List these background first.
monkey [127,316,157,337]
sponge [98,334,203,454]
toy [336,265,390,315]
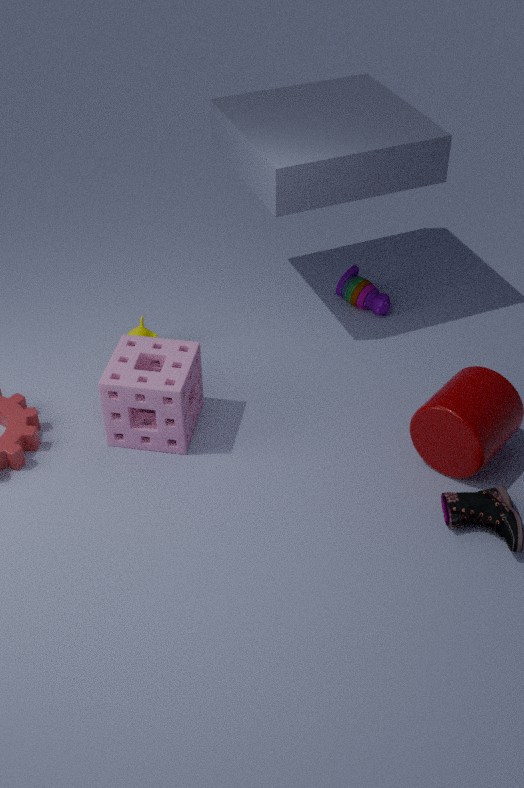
toy [336,265,390,315], monkey [127,316,157,337], sponge [98,334,203,454]
